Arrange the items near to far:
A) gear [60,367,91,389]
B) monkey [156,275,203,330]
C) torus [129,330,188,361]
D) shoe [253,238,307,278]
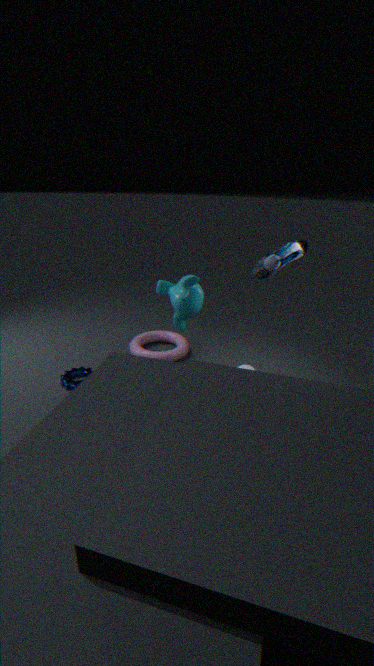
1. shoe [253,238,307,278]
2. gear [60,367,91,389]
3. monkey [156,275,203,330]
4. torus [129,330,188,361]
